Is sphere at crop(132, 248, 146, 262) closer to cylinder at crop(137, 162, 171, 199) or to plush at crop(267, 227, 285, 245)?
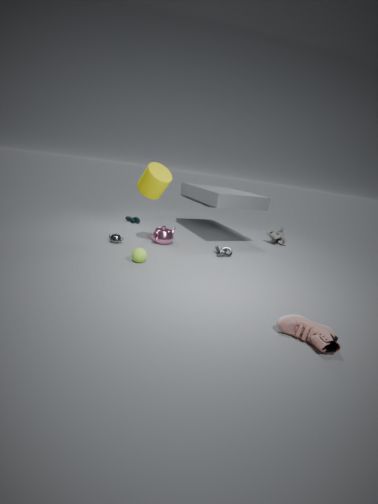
cylinder at crop(137, 162, 171, 199)
